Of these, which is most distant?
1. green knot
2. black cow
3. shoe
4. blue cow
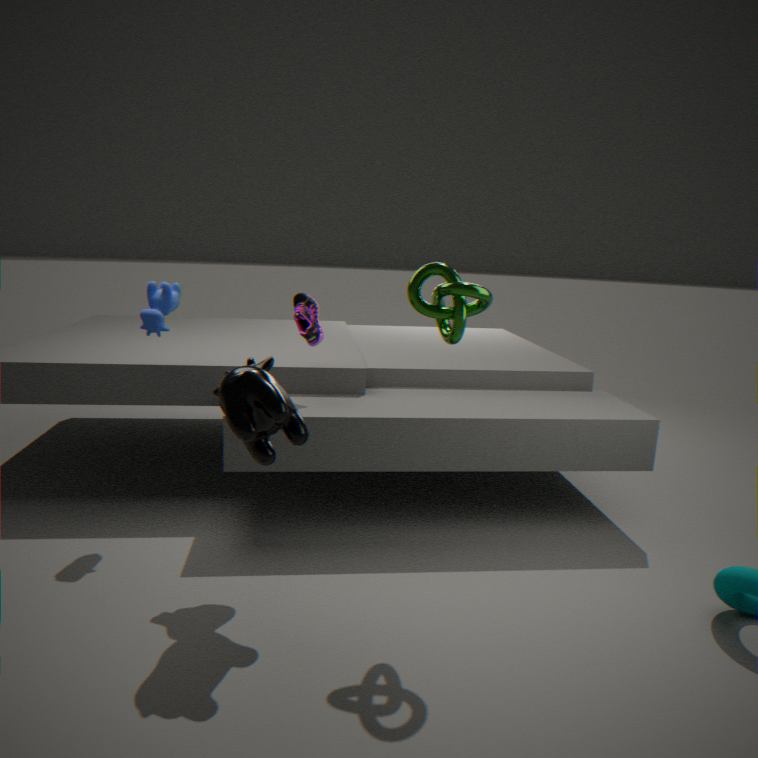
shoe
